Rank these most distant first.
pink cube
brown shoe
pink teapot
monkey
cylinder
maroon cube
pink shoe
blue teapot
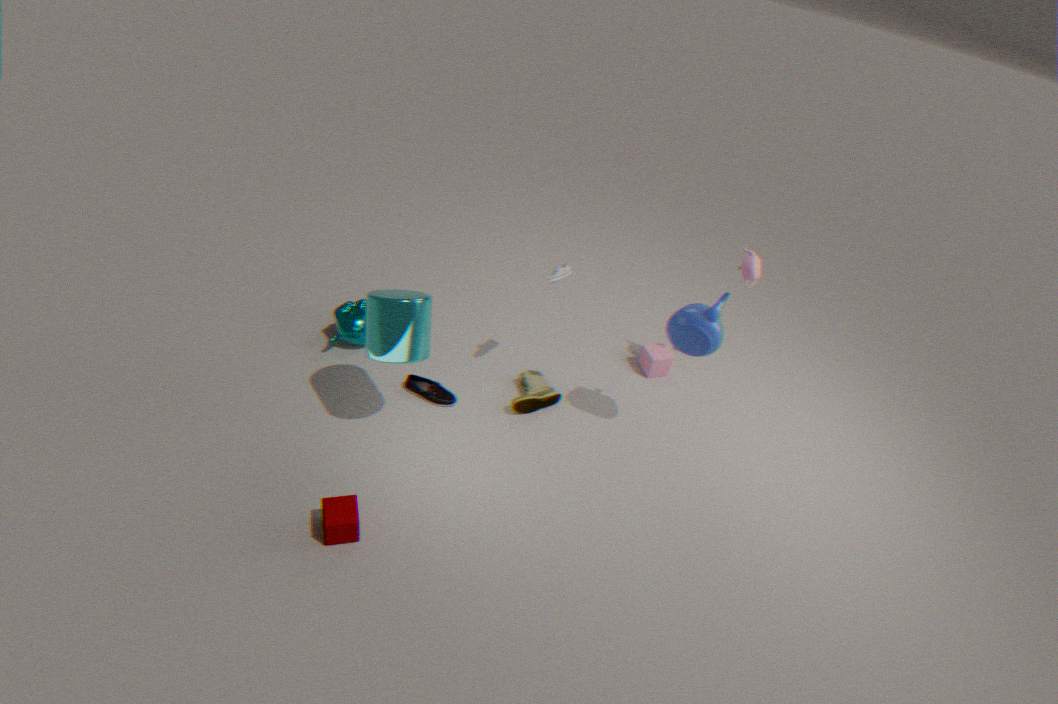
1. pink cube
2. monkey
3. brown shoe
4. pink shoe
5. pink teapot
6. blue teapot
7. cylinder
8. maroon cube
